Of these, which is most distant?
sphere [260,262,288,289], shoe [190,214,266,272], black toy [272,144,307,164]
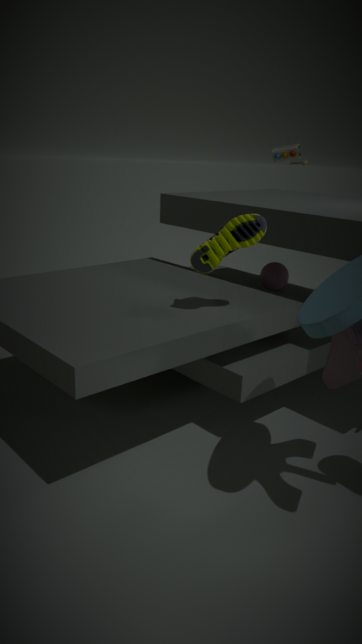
black toy [272,144,307,164]
